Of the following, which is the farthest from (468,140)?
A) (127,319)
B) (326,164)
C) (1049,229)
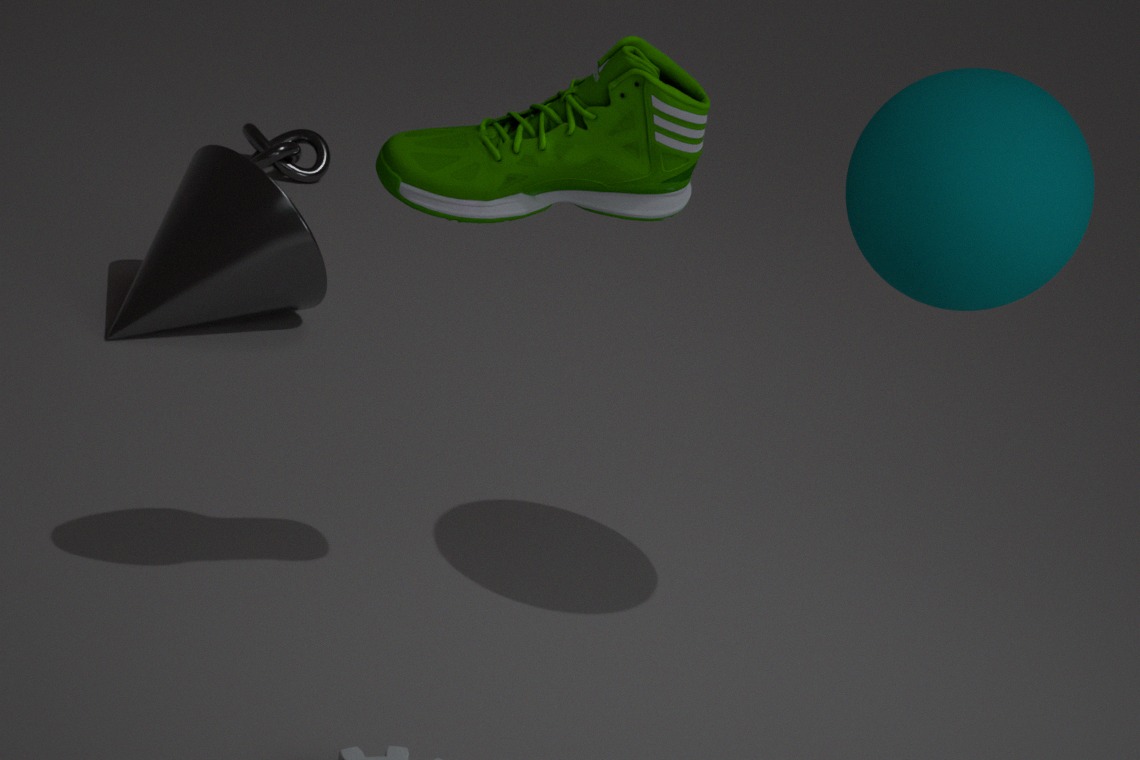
(326,164)
